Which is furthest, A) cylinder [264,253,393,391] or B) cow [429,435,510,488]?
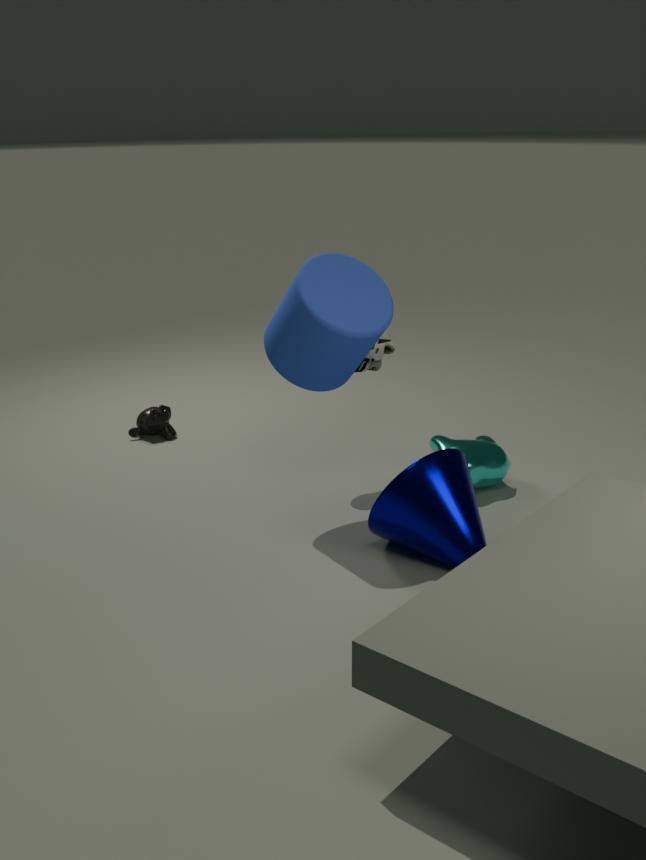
B. cow [429,435,510,488]
